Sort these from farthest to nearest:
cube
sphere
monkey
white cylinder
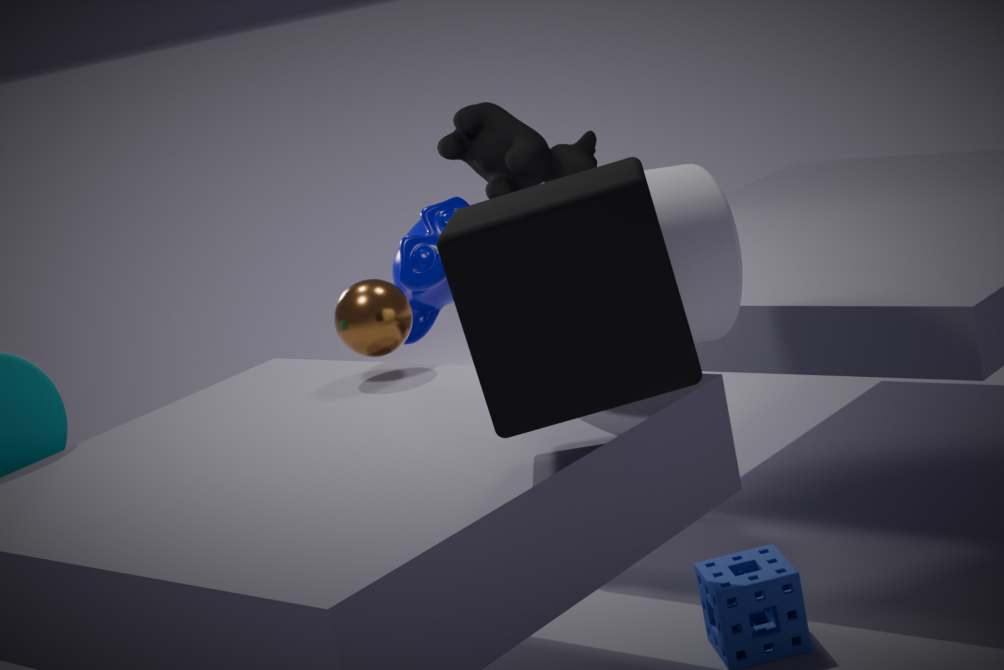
monkey → sphere → white cylinder → cube
